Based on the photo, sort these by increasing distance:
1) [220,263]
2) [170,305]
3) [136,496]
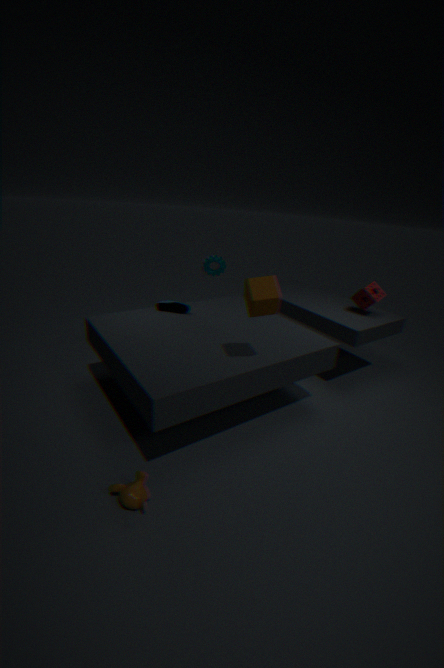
3. [136,496] < 2. [170,305] < 1. [220,263]
